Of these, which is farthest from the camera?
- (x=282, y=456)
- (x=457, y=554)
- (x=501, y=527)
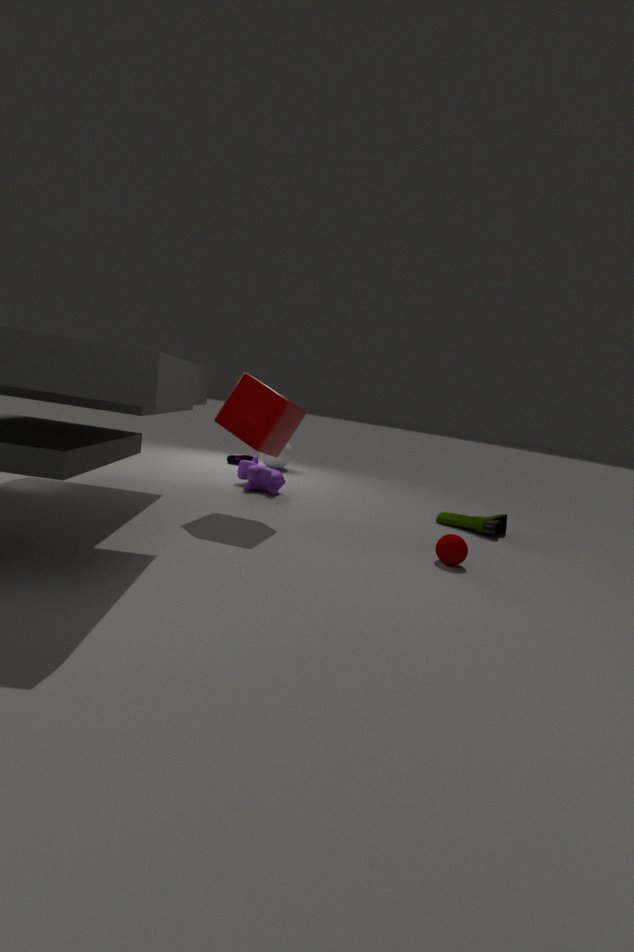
(x=282, y=456)
